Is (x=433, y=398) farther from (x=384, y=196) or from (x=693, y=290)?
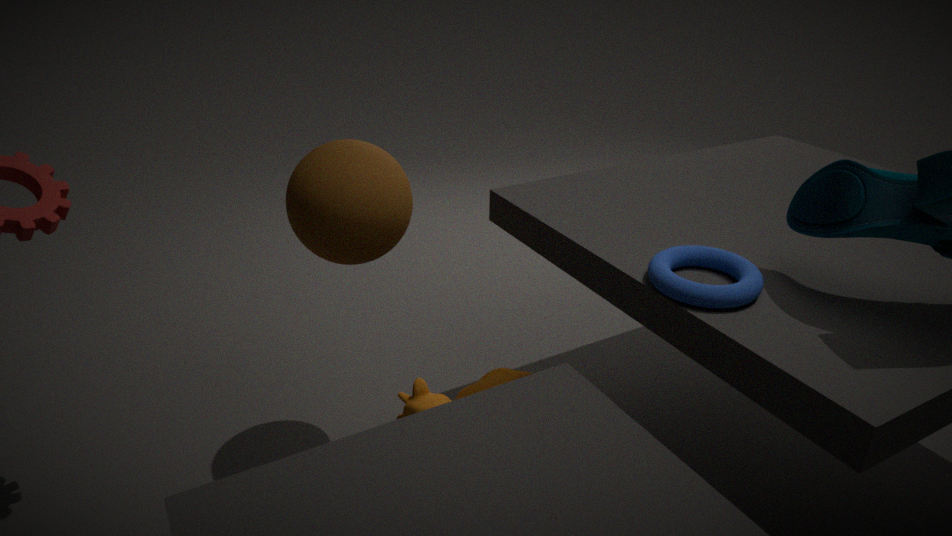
(x=693, y=290)
